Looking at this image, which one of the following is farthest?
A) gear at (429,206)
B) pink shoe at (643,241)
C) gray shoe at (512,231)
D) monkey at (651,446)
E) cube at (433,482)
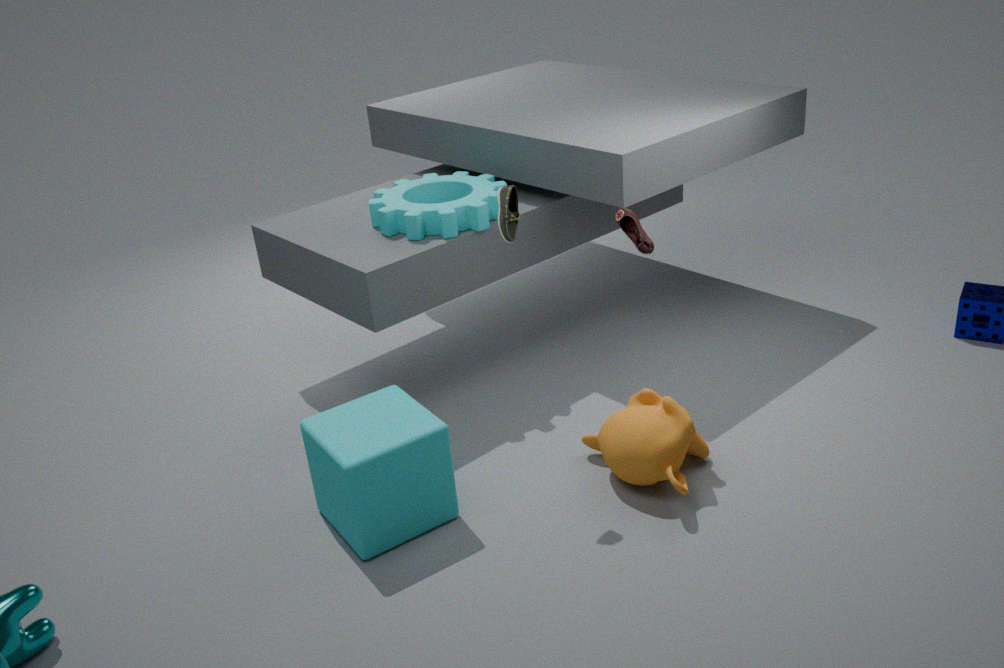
gear at (429,206)
